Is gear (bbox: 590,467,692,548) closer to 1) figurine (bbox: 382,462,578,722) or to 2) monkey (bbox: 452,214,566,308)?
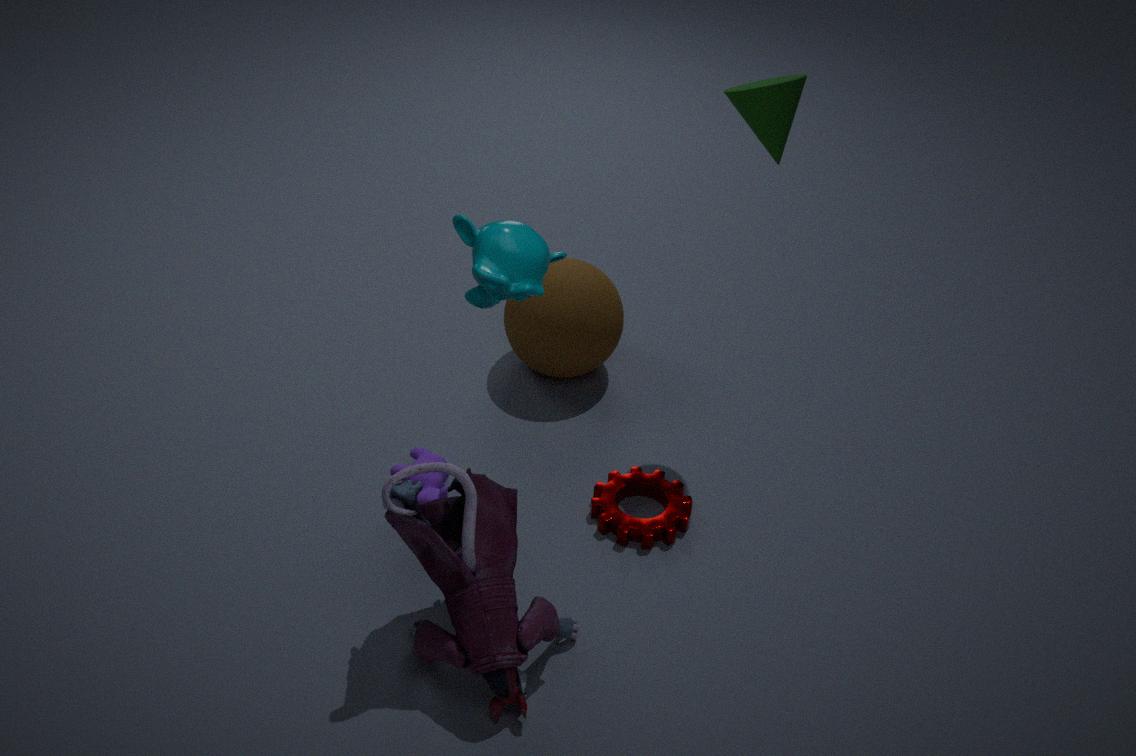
1) figurine (bbox: 382,462,578,722)
